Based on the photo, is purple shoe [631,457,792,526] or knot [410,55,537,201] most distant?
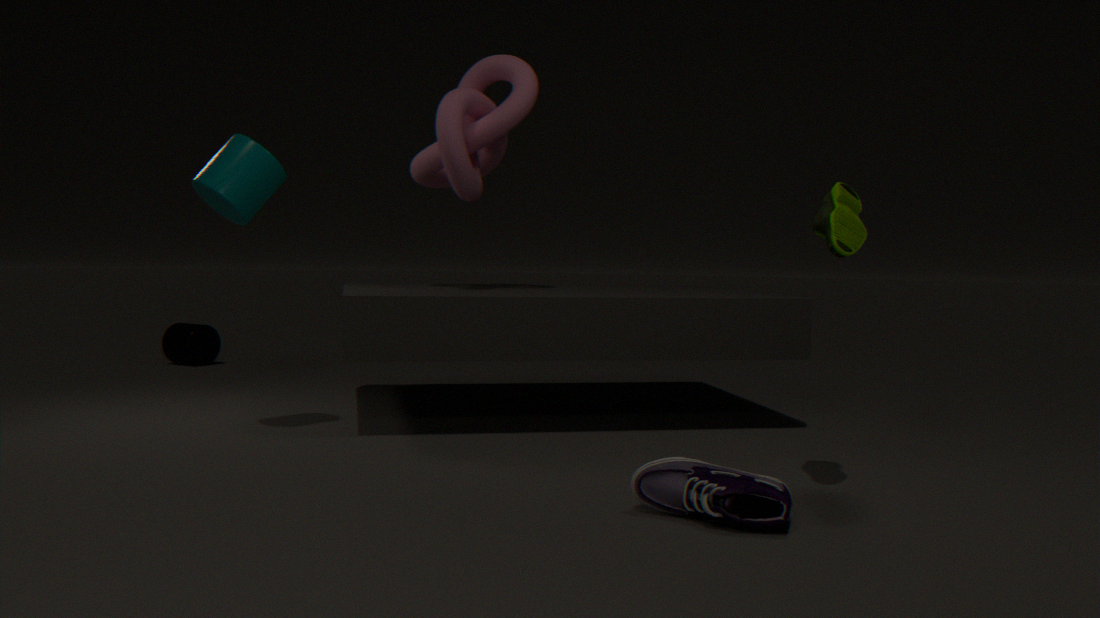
knot [410,55,537,201]
